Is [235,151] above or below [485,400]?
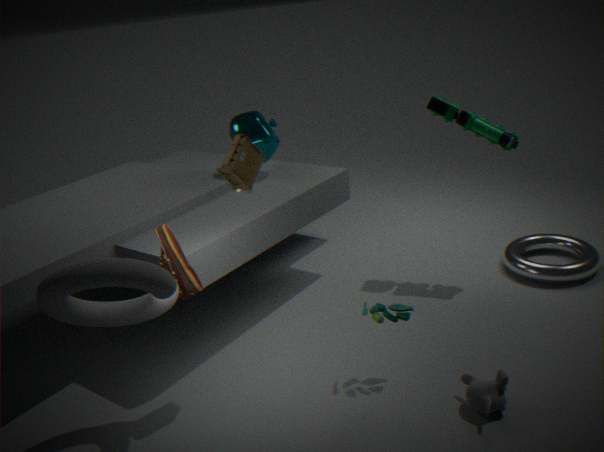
above
